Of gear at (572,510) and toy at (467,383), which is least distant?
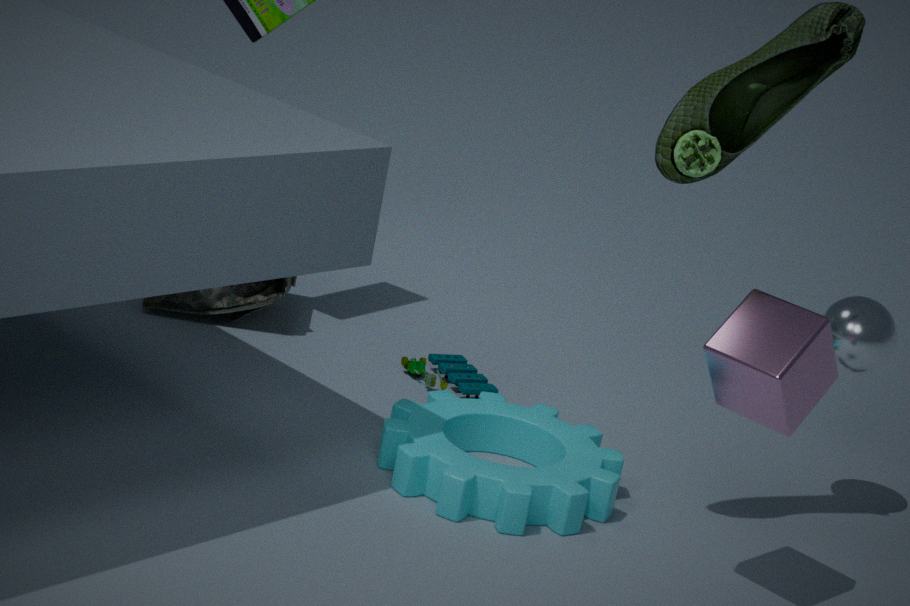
gear at (572,510)
